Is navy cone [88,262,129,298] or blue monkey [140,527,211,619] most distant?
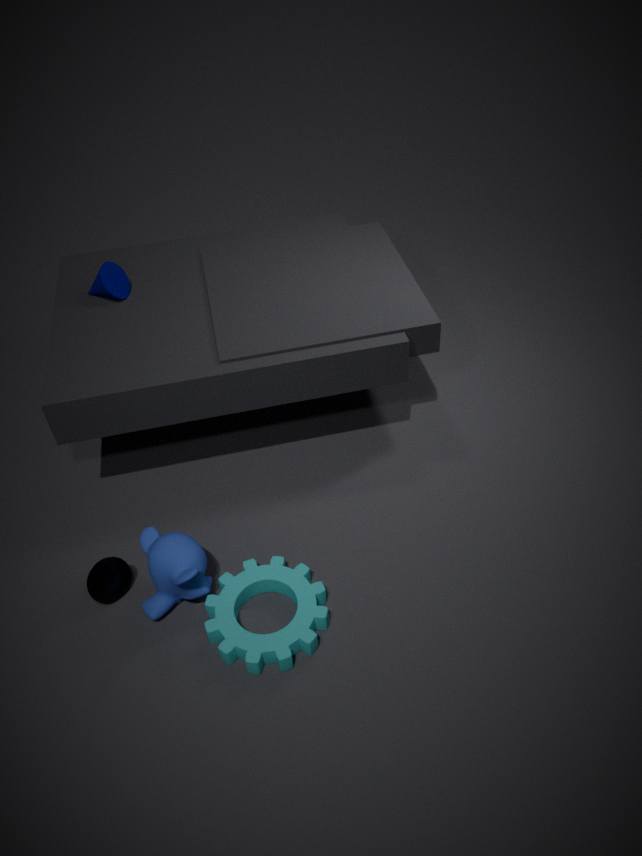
navy cone [88,262,129,298]
